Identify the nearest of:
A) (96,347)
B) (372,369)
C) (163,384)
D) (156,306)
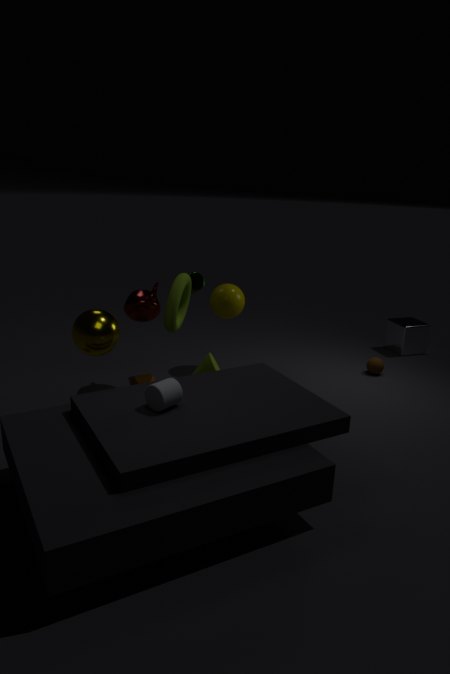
(163,384)
